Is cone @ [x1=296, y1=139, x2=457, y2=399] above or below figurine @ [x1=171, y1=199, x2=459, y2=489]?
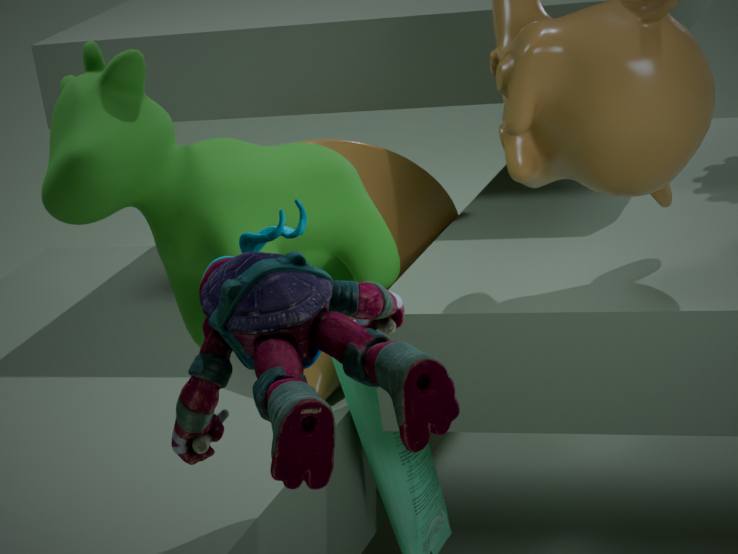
below
